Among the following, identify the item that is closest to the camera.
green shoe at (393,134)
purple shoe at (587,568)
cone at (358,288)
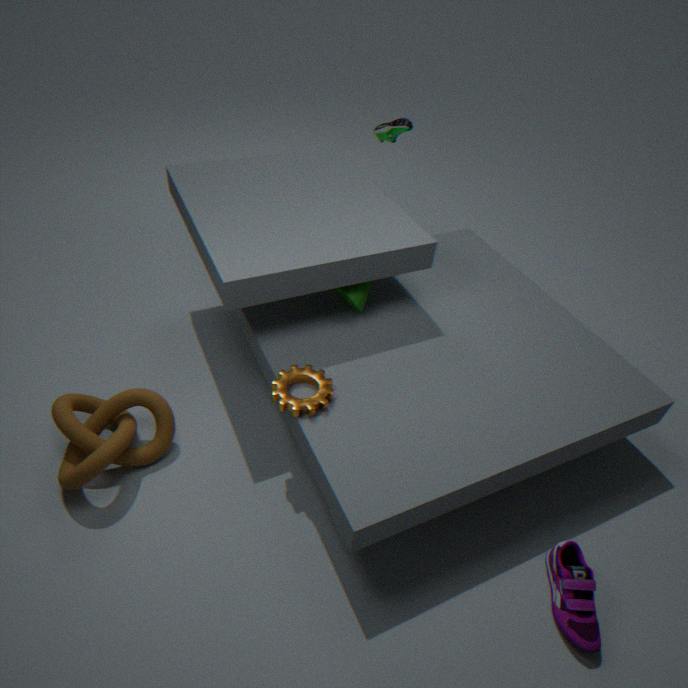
purple shoe at (587,568)
